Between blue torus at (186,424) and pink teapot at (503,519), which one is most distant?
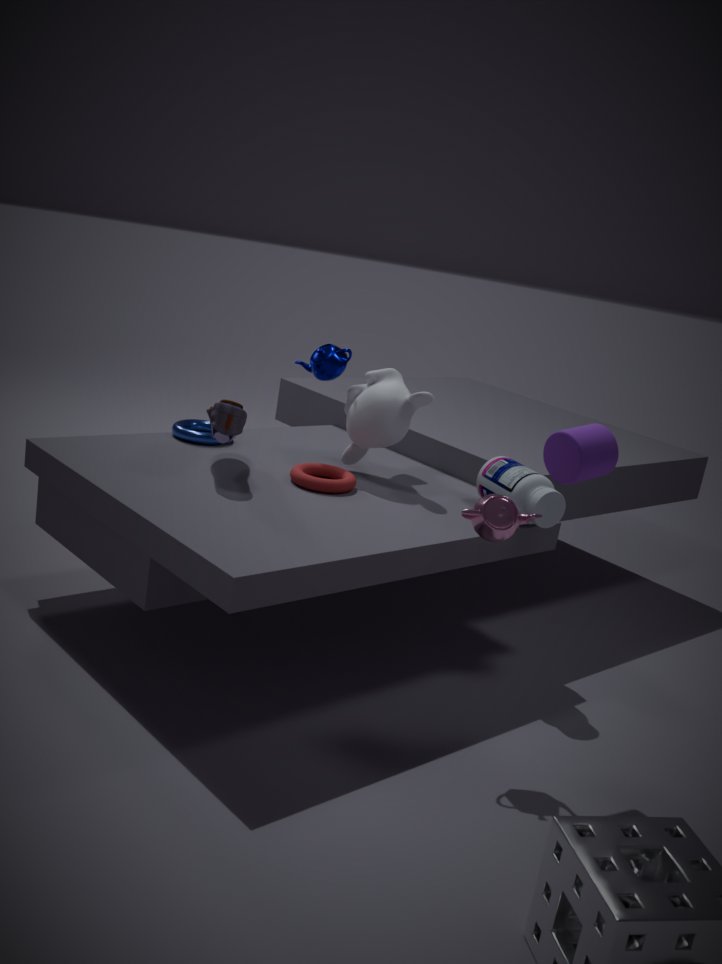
blue torus at (186,424)
